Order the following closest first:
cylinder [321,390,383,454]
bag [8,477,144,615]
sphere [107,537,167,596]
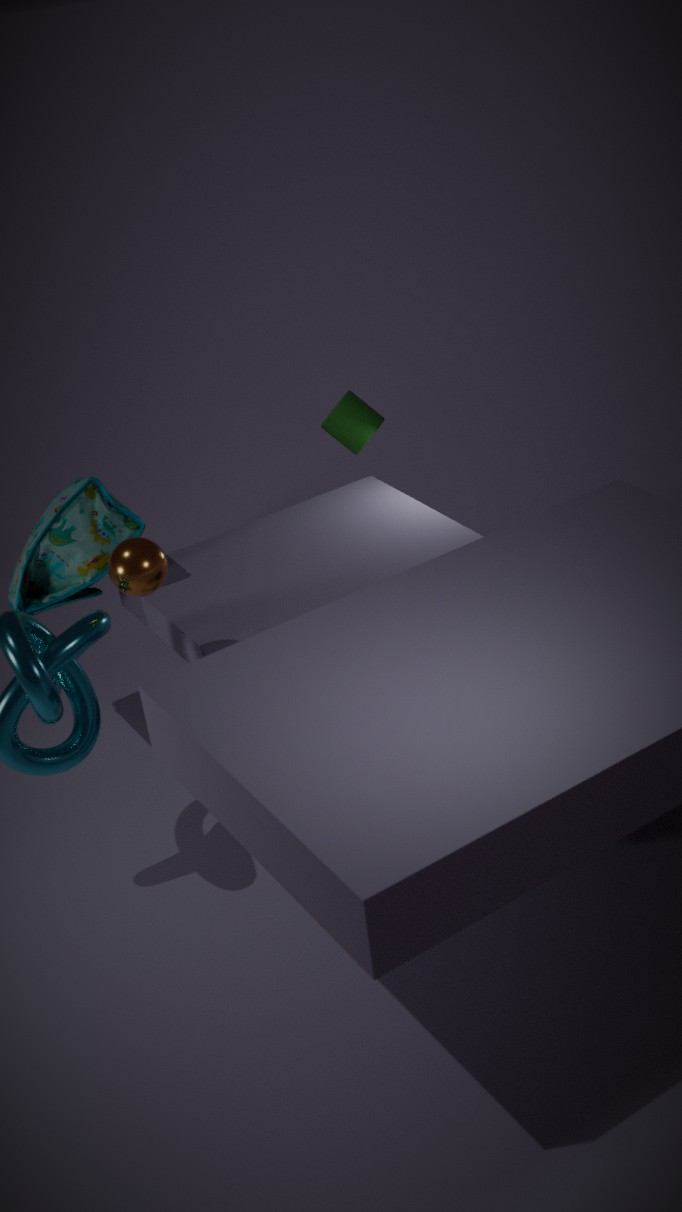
sphere [107,537,167,596]
bag [8,477,144,615]
cylinder [321,390,383,454]
